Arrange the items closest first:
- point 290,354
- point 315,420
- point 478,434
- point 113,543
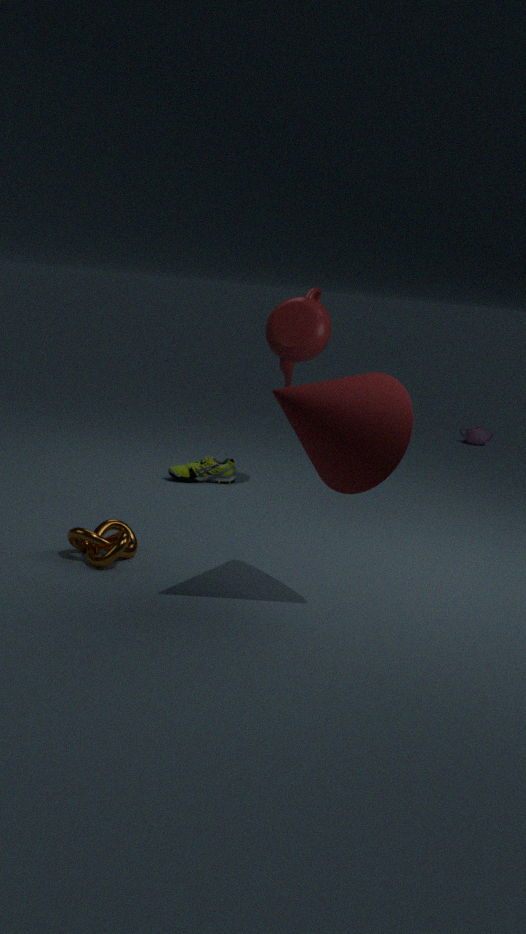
point 315,420 < point 113,543 < point 290,354 < point 478,434
